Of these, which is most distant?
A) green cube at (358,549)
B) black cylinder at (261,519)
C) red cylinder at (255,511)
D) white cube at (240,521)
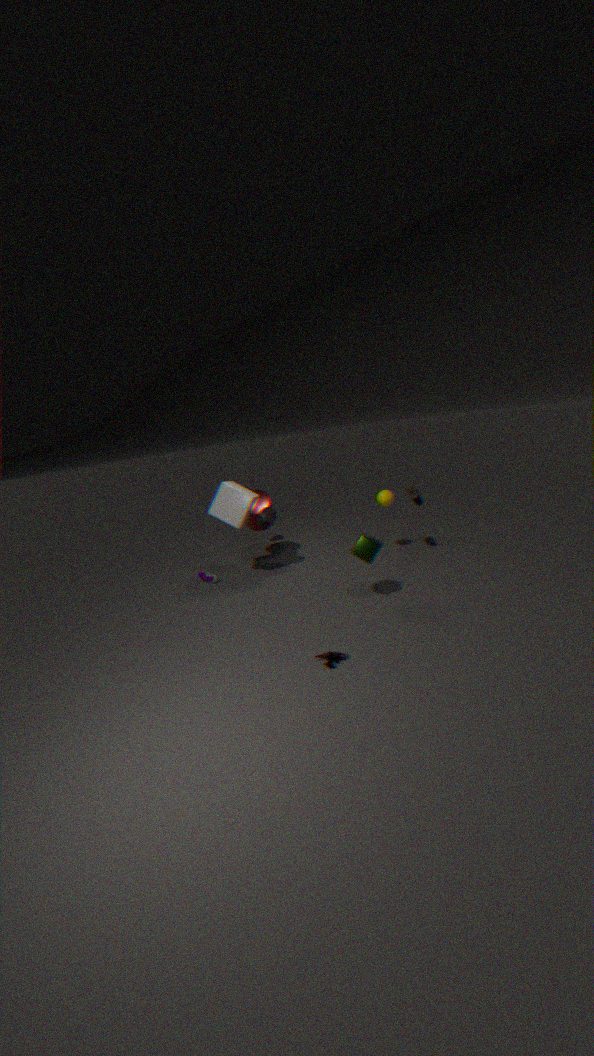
red cylinder at (255,511)
